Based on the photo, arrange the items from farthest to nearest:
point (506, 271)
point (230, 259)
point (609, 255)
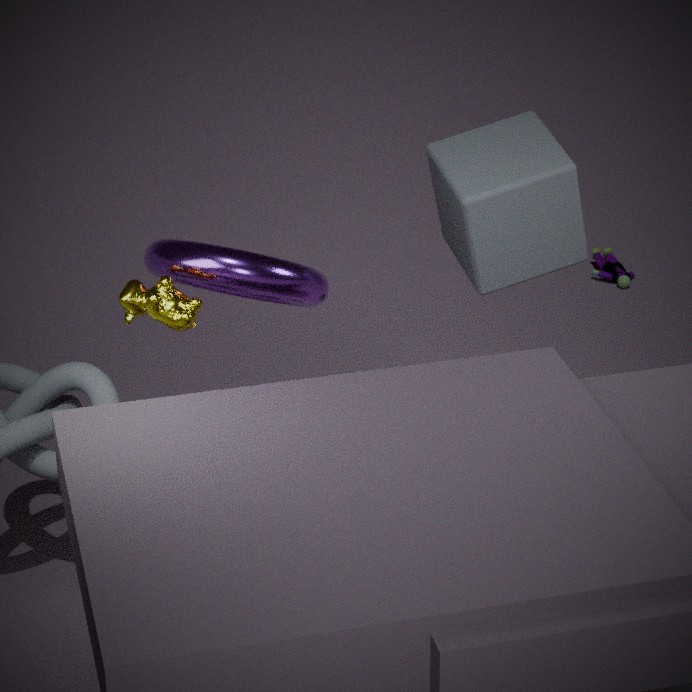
point (609, 255) < point (506, 271) < point (230, 259)
